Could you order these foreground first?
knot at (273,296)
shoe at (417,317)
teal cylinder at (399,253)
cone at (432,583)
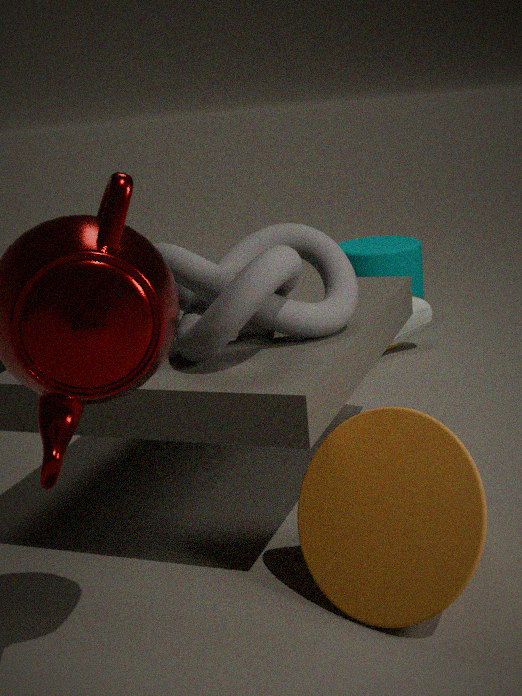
cone at (432,583), knot at (273,296), shoe at (417,317), teal cylinder at (399,253)
